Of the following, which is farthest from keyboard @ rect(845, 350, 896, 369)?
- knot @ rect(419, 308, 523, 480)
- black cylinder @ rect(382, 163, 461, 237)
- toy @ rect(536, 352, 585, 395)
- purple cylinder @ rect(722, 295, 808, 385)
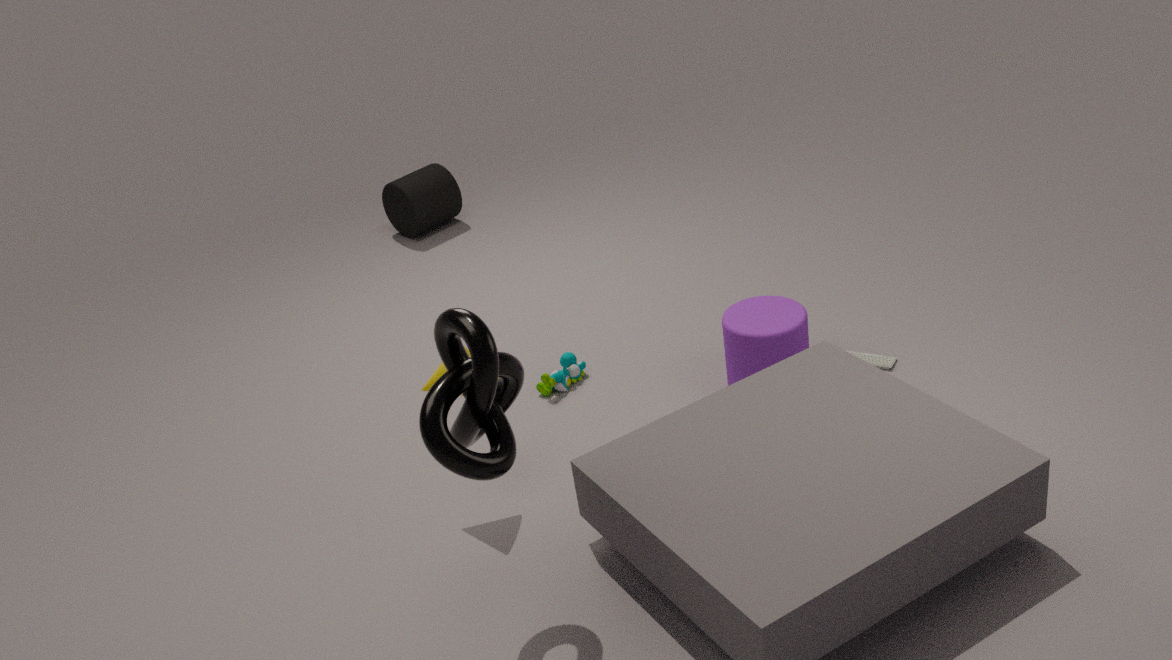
black cylinder @ rect(382, 163, 461, 237)
